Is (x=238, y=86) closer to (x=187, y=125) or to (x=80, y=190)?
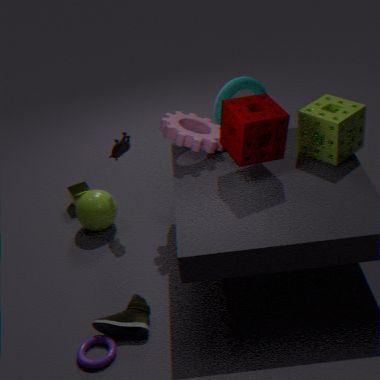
(x=187, y=125)
